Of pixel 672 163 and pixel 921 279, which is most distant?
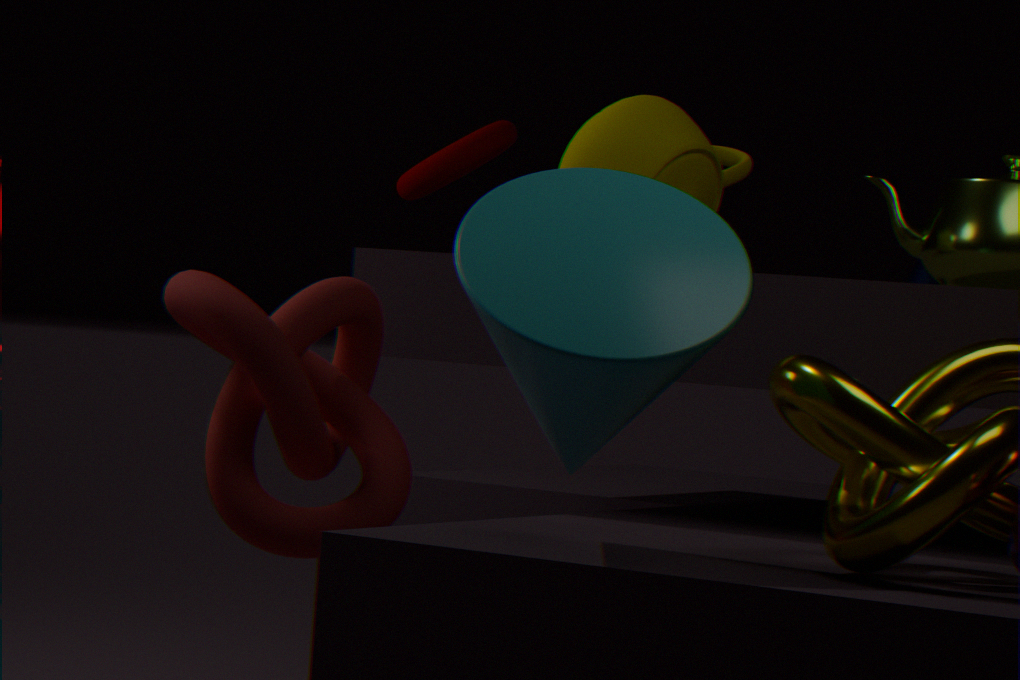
pixel 921 279
